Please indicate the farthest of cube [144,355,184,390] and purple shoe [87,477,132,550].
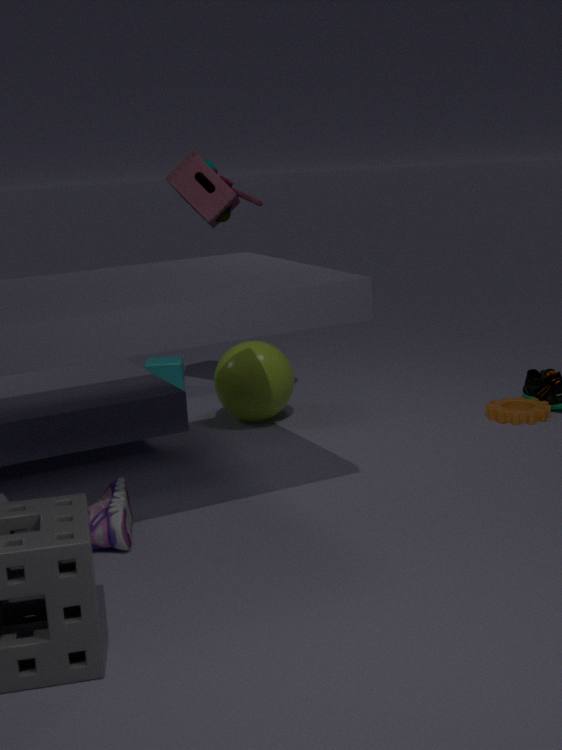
cube [144,355,184,390]
